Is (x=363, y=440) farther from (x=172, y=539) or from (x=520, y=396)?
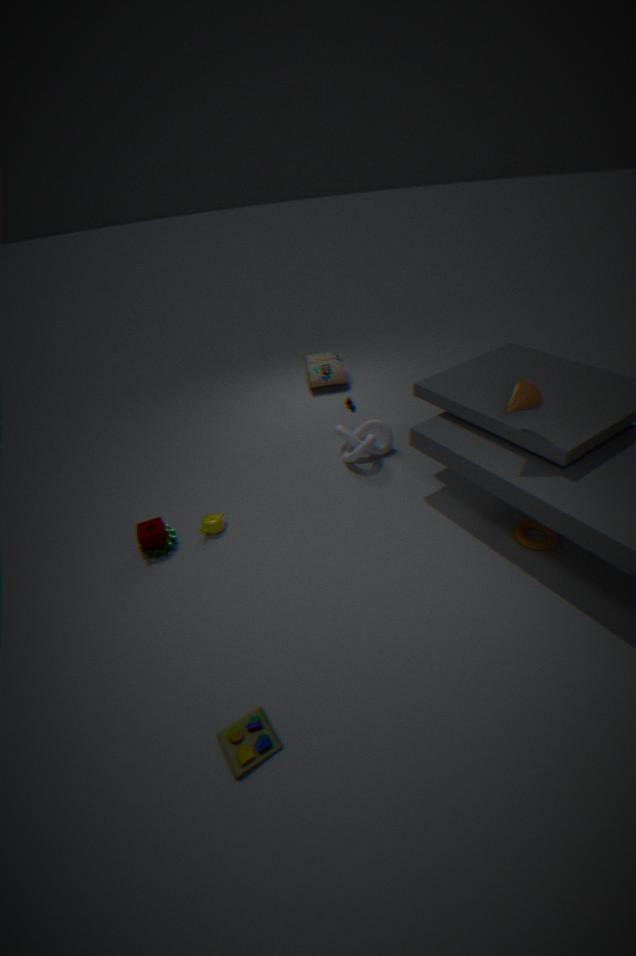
(x=172, y=539)
